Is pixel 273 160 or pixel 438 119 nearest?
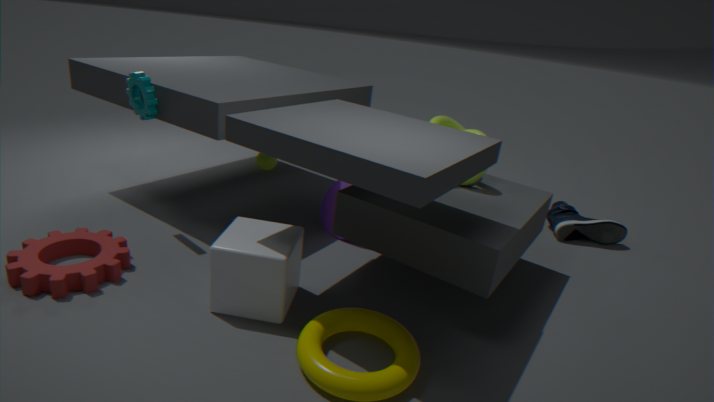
pixel 438 119
